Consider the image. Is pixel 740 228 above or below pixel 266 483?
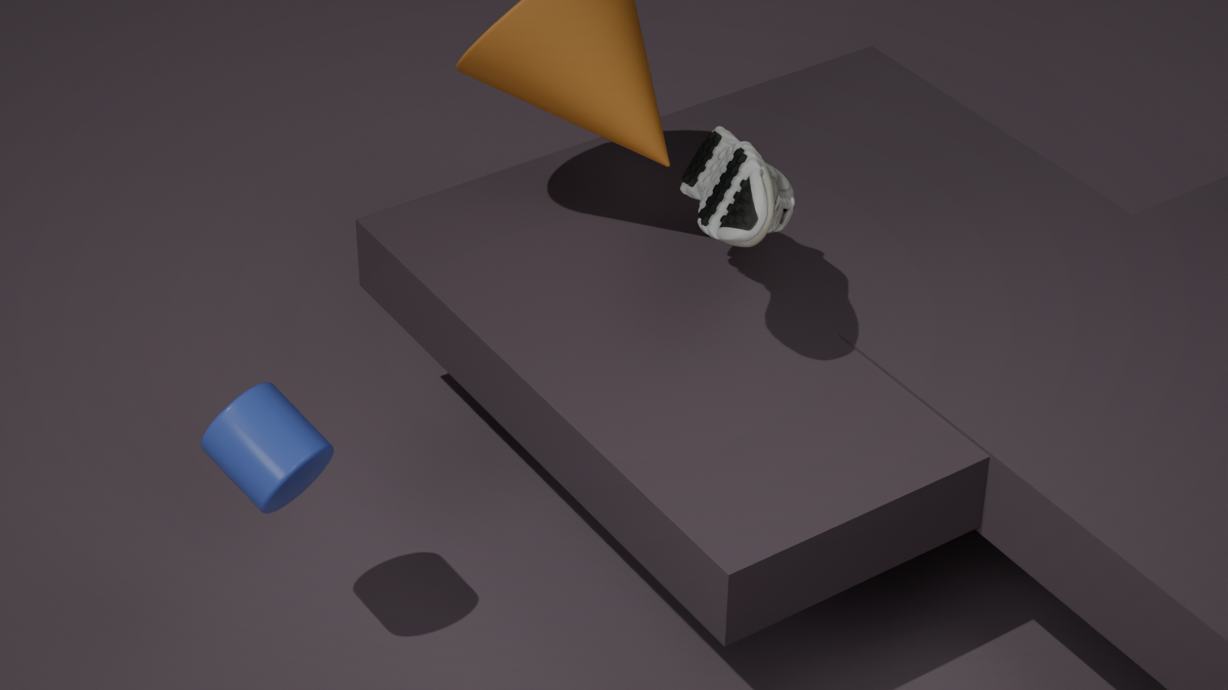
above
